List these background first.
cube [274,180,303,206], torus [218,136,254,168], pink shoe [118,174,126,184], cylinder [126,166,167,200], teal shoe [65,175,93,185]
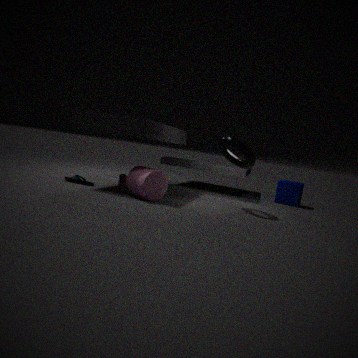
cube [274,180,303,206], pink shoe [118,174,126,184], teal shoe [65,175,93,185], torus [218,136,254,168], cylinder [126,166,167,200]
